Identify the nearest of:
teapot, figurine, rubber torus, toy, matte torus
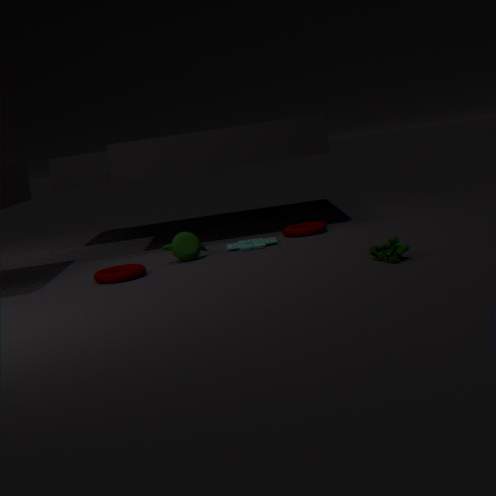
figurine
